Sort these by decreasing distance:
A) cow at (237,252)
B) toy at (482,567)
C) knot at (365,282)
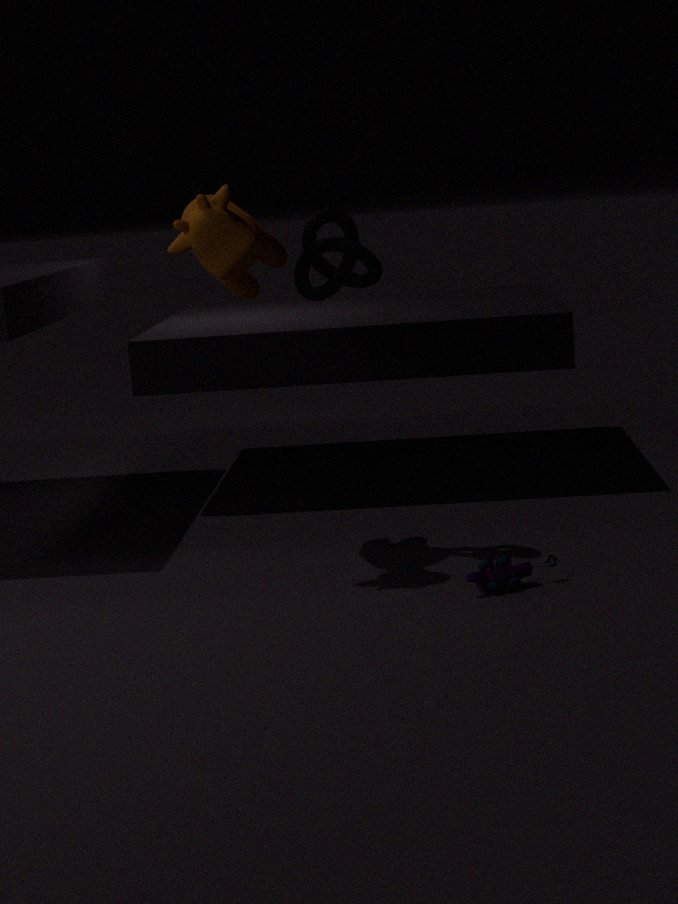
knot at (365,282)
cow at (237,252)
toy at (482,567)
